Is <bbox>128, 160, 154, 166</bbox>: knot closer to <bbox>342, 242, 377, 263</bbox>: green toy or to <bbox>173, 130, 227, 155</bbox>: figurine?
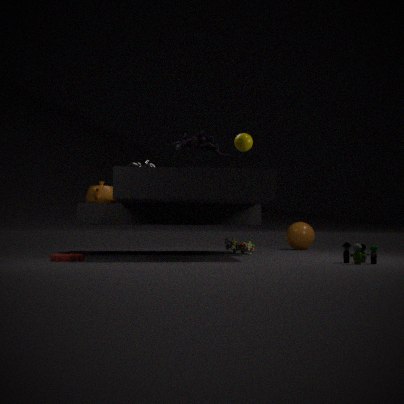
<bbox>173, 130, 227, 155</bbox>: figurine
